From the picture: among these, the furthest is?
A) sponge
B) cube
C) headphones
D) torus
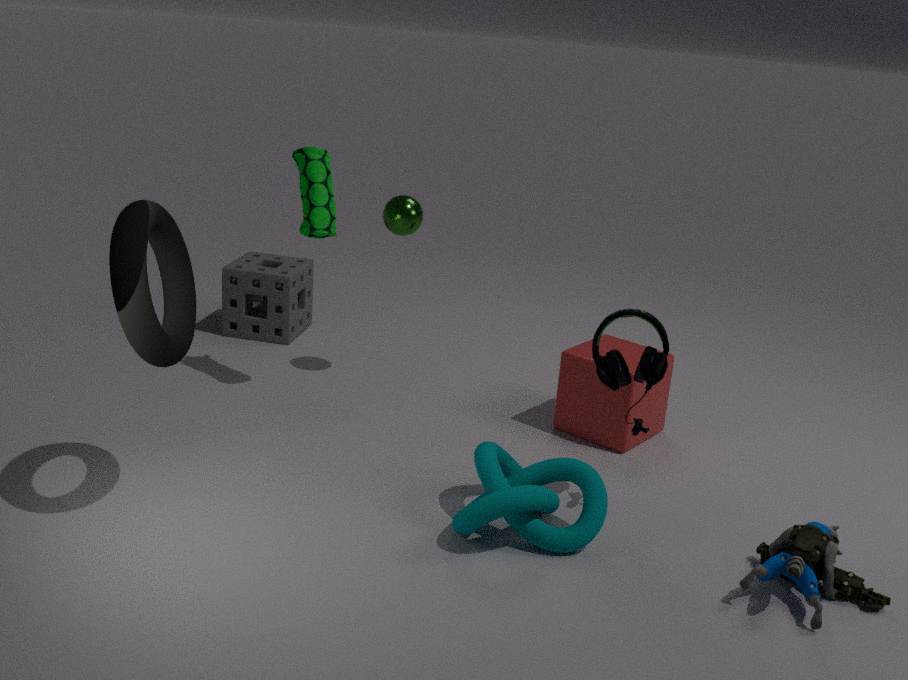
sponge
